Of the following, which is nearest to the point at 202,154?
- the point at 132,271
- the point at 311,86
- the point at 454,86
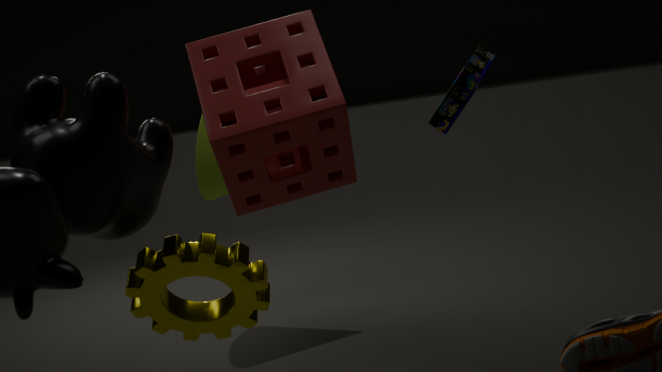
the point at 311,86
